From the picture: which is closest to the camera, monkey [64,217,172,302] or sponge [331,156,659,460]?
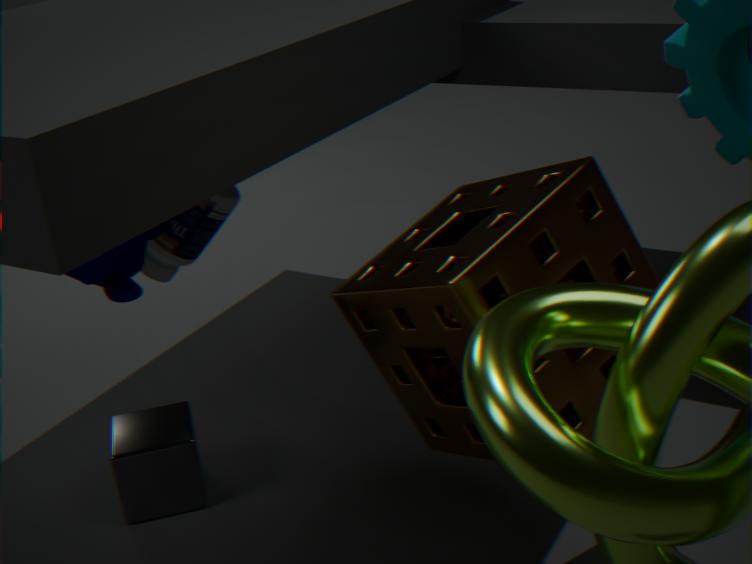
sponge [331,156,659,460]
